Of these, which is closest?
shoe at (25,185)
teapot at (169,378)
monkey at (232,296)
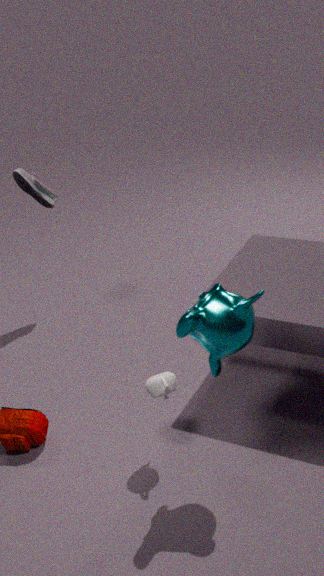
monkey at (232,296)
